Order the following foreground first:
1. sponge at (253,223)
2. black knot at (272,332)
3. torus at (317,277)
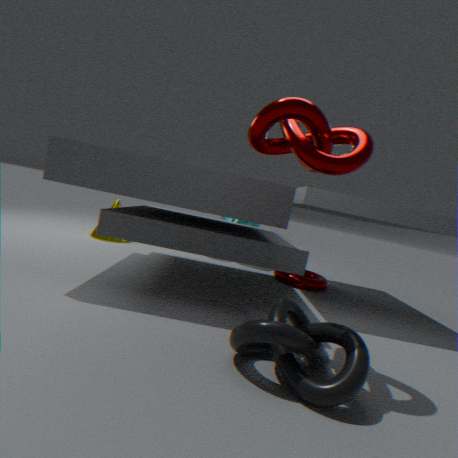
black knot at (272,332) < torus at (317,277) < sponge at (253,223)
